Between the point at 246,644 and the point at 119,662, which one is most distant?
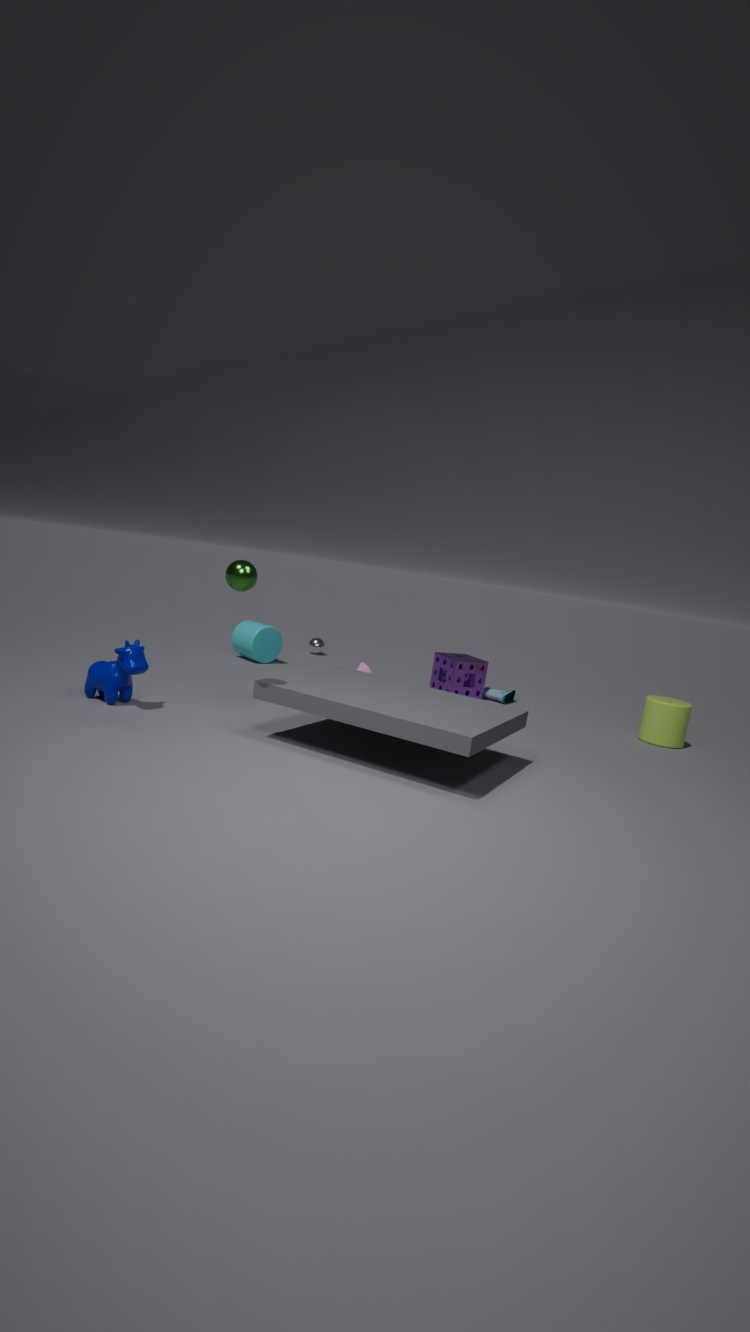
the point at 246,644
